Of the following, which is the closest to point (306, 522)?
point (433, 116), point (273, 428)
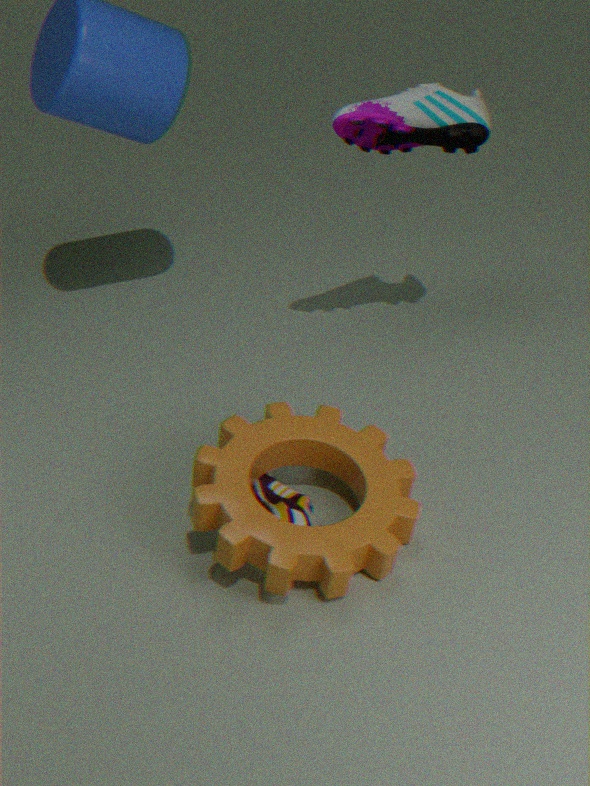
point (273, 428)
